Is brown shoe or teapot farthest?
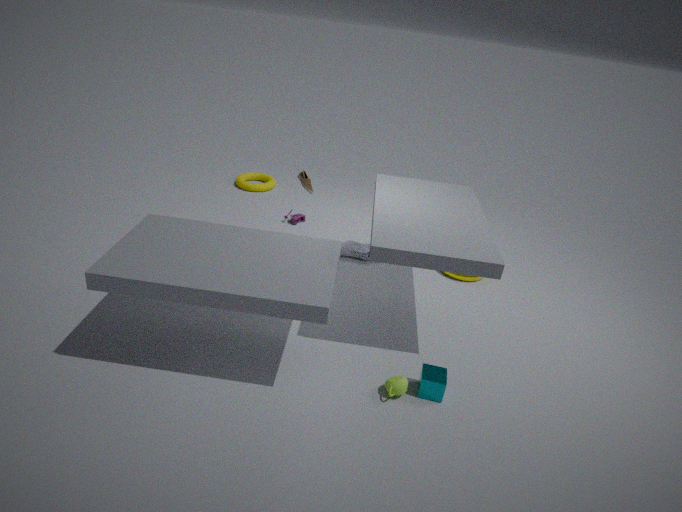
brown shoe
